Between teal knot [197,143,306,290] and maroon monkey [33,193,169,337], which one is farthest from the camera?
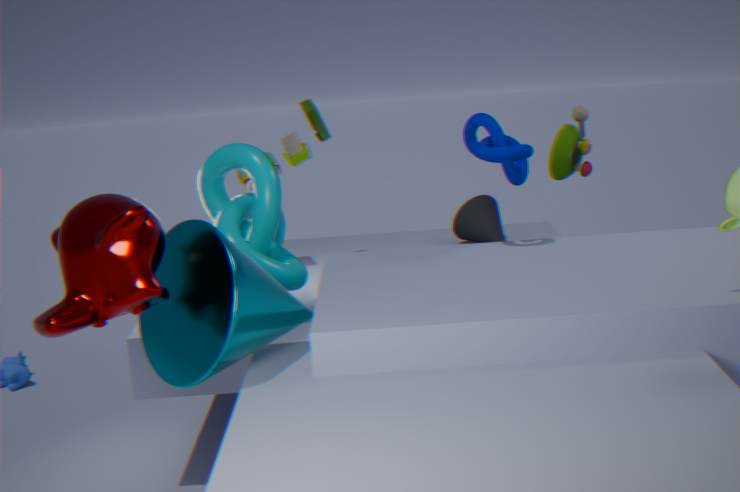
teal knot [197,143,306,290]
